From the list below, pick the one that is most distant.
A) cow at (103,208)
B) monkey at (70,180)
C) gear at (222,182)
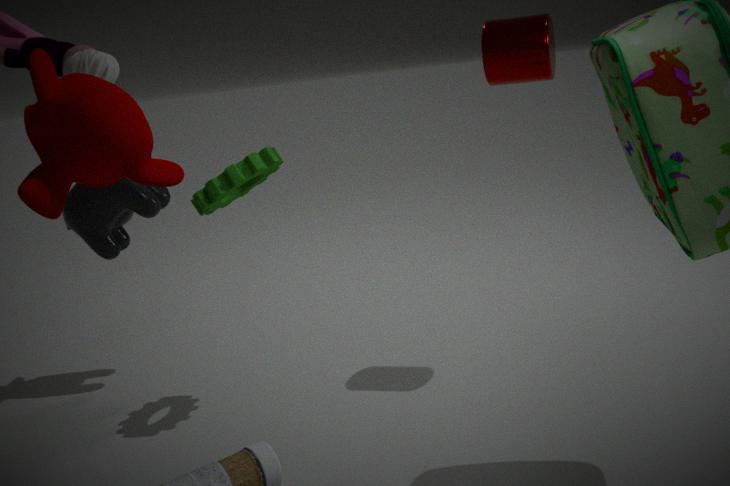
cow at (103,208)
